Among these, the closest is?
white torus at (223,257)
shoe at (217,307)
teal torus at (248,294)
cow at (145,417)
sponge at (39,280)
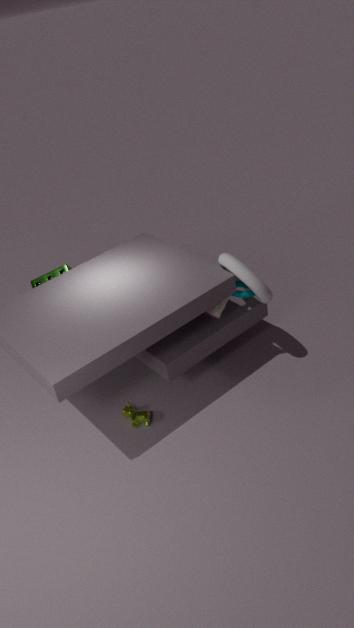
white torus at (223,257)
